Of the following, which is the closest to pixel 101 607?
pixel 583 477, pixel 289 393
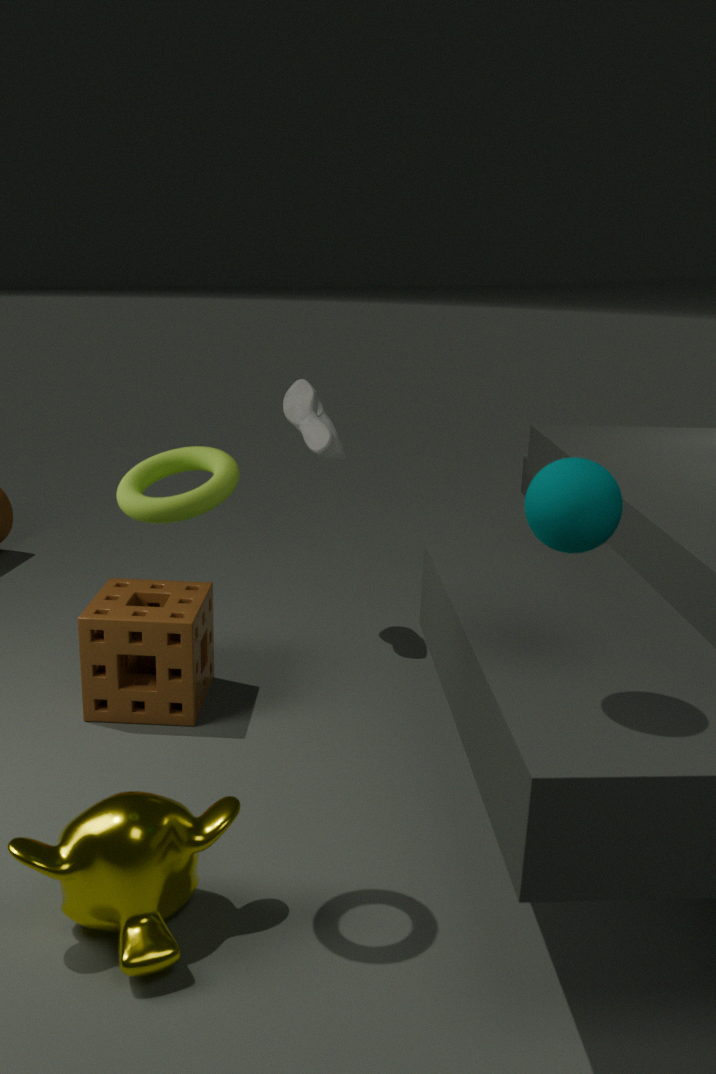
pixel 289 393
